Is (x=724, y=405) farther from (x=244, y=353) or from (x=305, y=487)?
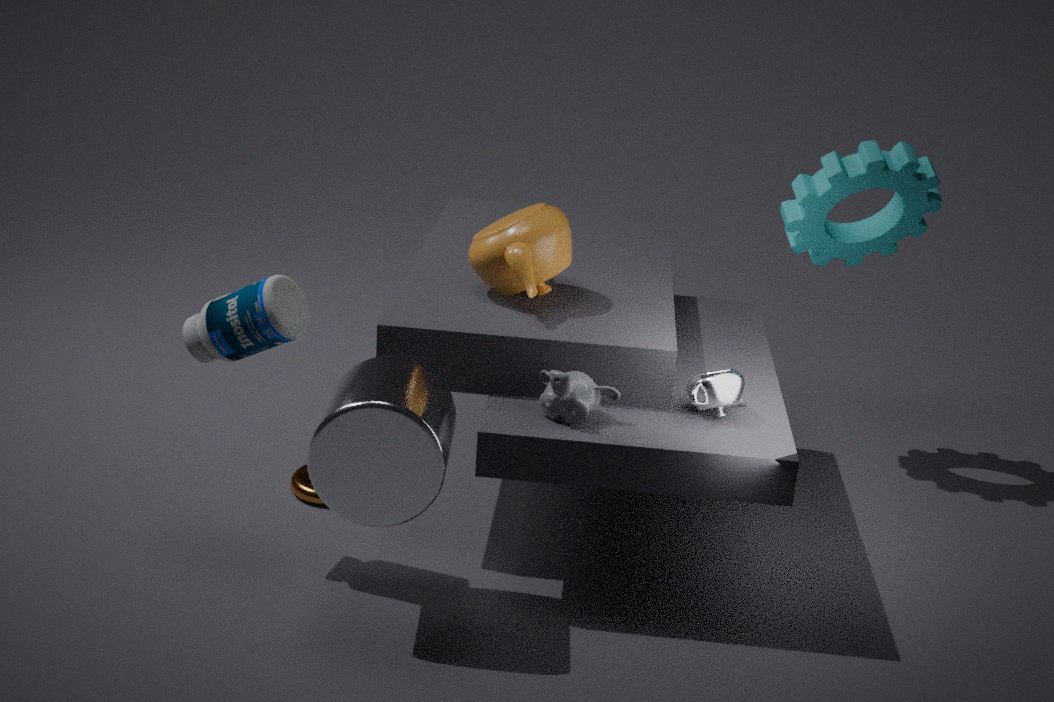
(x=305, y=487)
